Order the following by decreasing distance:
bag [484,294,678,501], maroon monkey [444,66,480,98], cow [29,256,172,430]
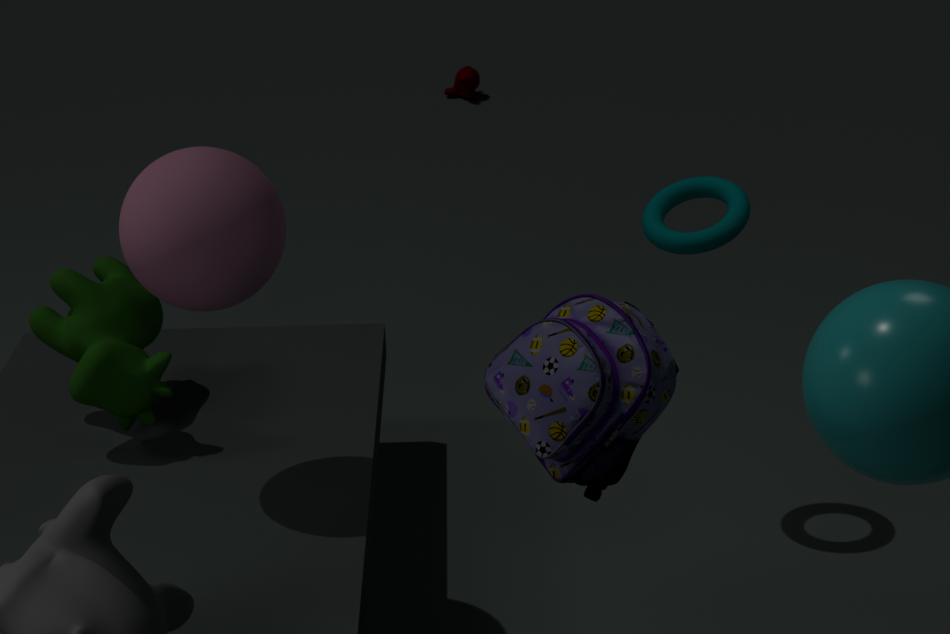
1. maroon monkey [444,66,480,98]
2. cow [29,256,172,430]
3. bag [484,294,678,501]
